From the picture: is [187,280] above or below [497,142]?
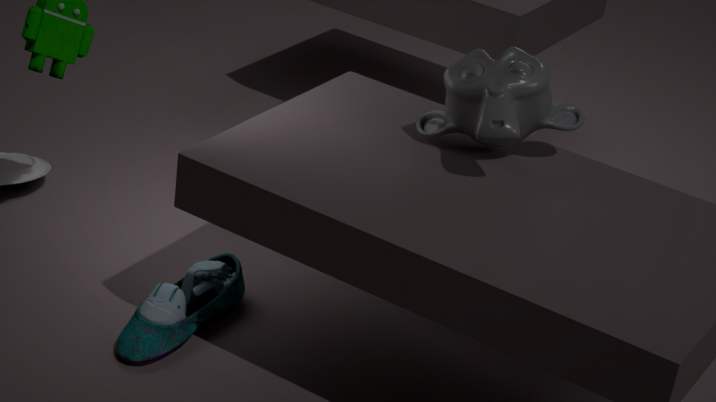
below
